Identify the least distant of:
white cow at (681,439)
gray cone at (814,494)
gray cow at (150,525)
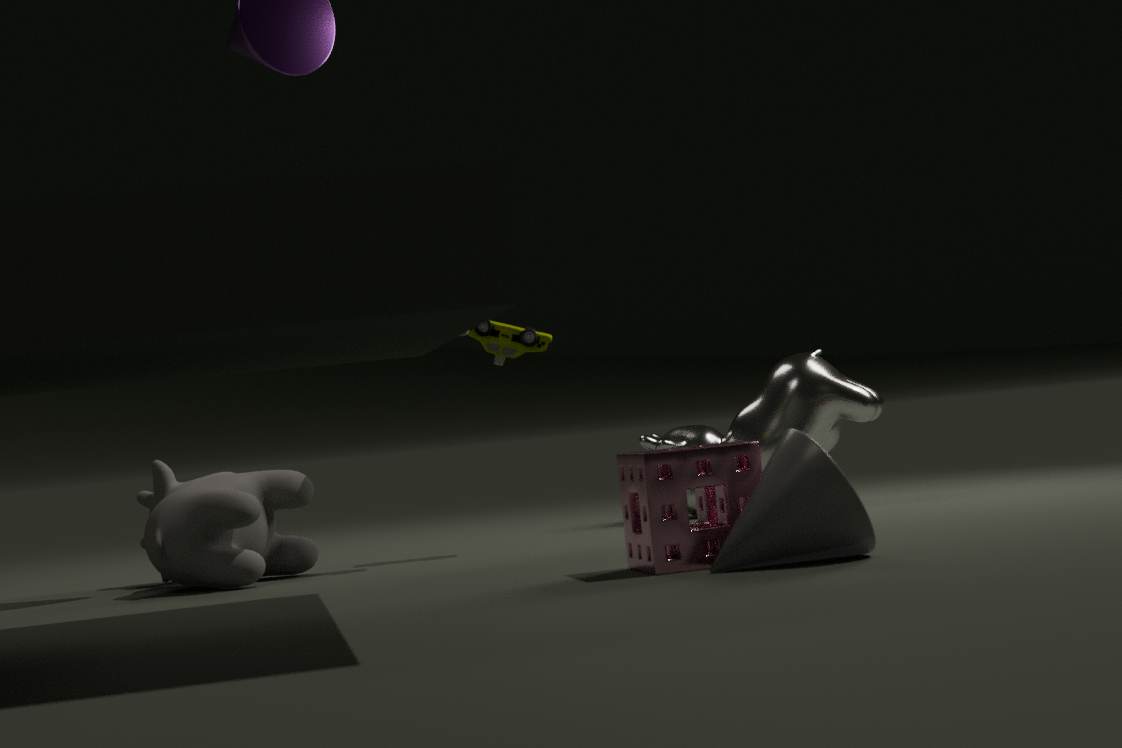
gray cone at (814,494)
